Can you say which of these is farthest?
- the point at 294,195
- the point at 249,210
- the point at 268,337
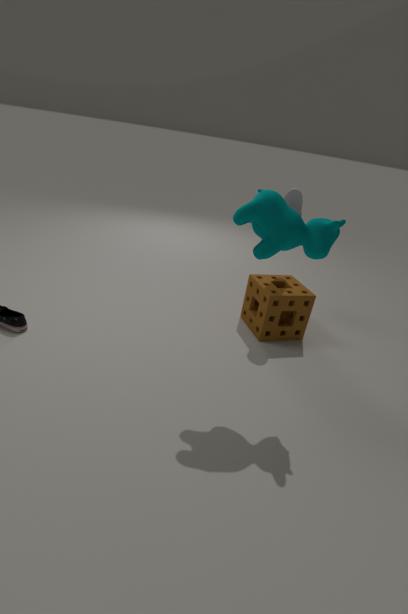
the point at 268,337
